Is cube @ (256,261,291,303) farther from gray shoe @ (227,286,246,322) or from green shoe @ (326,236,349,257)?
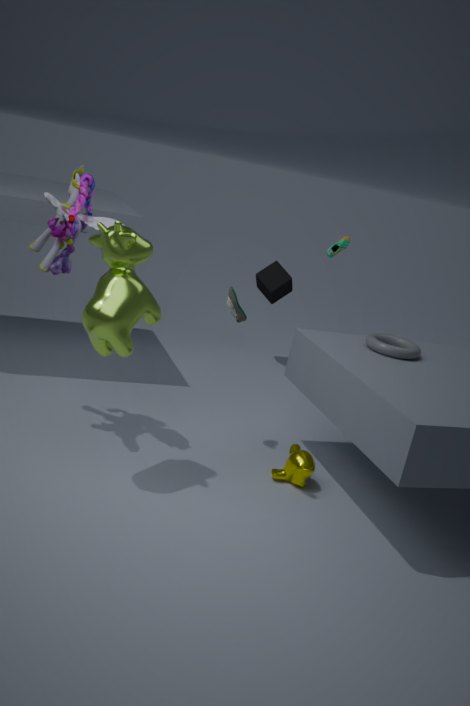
gray shoe @ (227,286,246,322)
